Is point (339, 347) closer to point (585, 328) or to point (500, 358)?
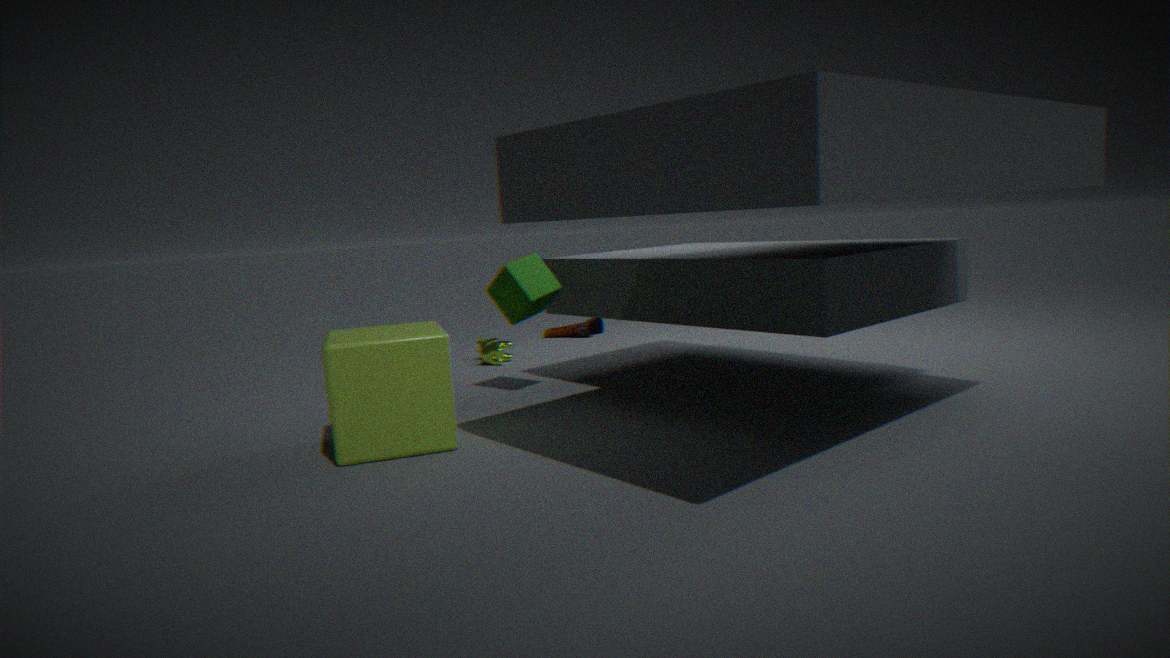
point (500, 358)
